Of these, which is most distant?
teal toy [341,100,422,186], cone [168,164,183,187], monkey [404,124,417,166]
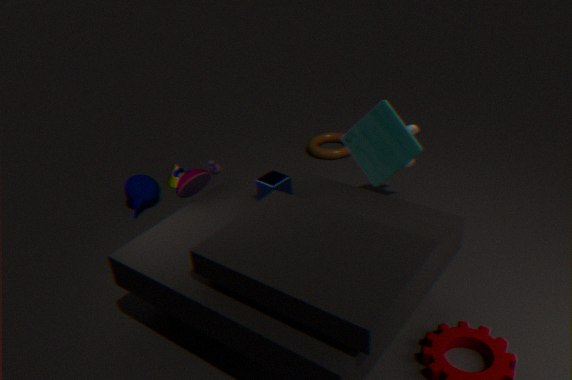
cone [168,164,183,187]
